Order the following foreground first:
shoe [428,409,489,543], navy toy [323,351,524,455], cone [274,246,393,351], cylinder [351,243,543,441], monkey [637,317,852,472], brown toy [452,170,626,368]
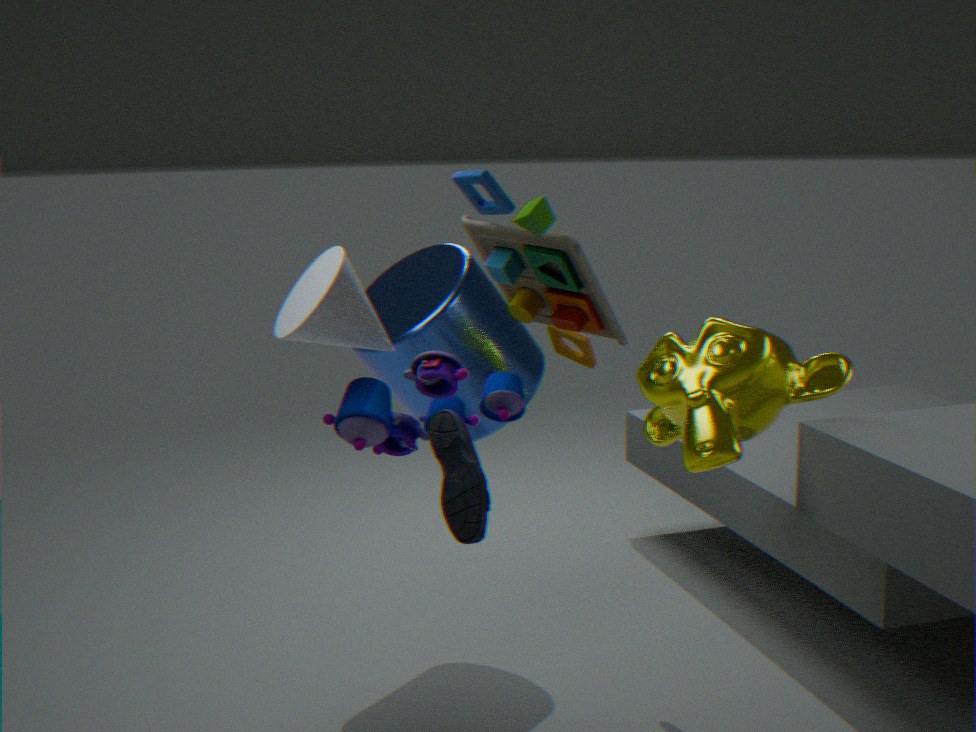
1. brown toy [452,170,626,368]
2. shoe [428,409,489,543]
3. navy toy [323,351,524,455]
4. cone [274,246,393,351]
5. monkey [637,317,852,472]
6. cylinder [351,243,543,441]
